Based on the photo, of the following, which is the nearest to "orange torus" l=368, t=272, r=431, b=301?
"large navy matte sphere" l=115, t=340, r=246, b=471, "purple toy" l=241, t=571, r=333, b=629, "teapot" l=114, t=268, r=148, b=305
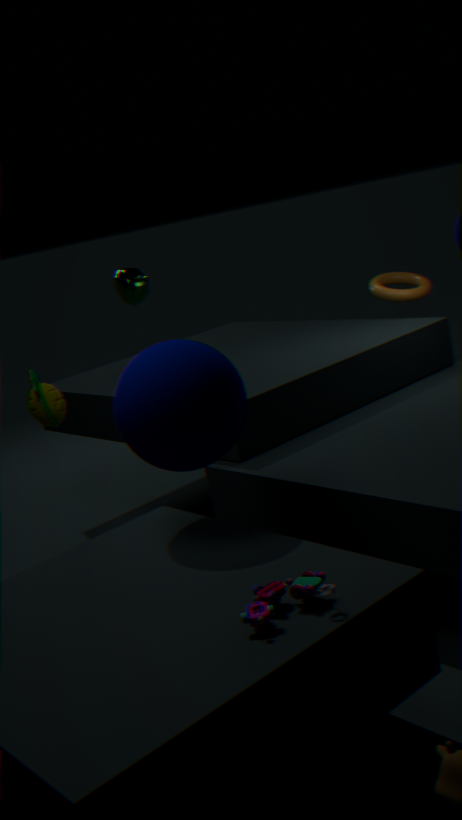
"teapot" l=114, t=268, r=148, b=305
